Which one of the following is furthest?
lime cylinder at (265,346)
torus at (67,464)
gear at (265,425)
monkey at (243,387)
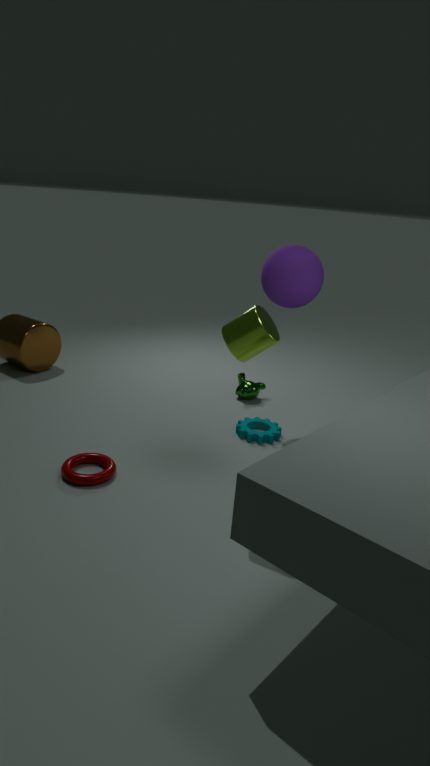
monkey at (243,387)
